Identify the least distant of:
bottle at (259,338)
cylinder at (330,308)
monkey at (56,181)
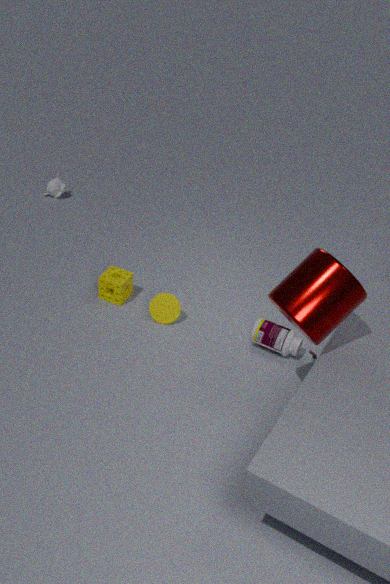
cylinder at (330,308)
